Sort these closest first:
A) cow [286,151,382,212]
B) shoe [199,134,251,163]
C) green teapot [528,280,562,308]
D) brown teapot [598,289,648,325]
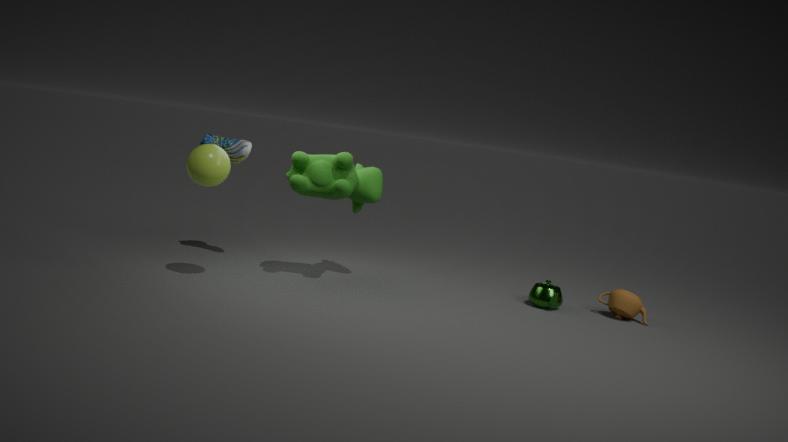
cow [286,151,382,212] → shoe [199,134,251,163] → brown teapot [598,289,648,325] → green teapot [528,280,562,308]
